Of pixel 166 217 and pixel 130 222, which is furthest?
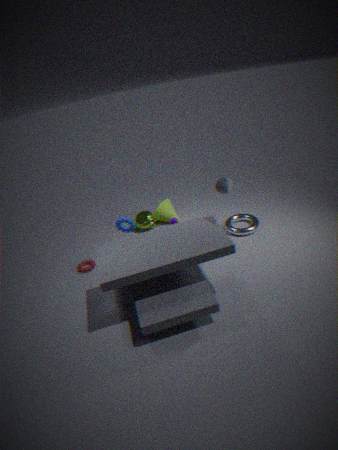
pixel 166 217
